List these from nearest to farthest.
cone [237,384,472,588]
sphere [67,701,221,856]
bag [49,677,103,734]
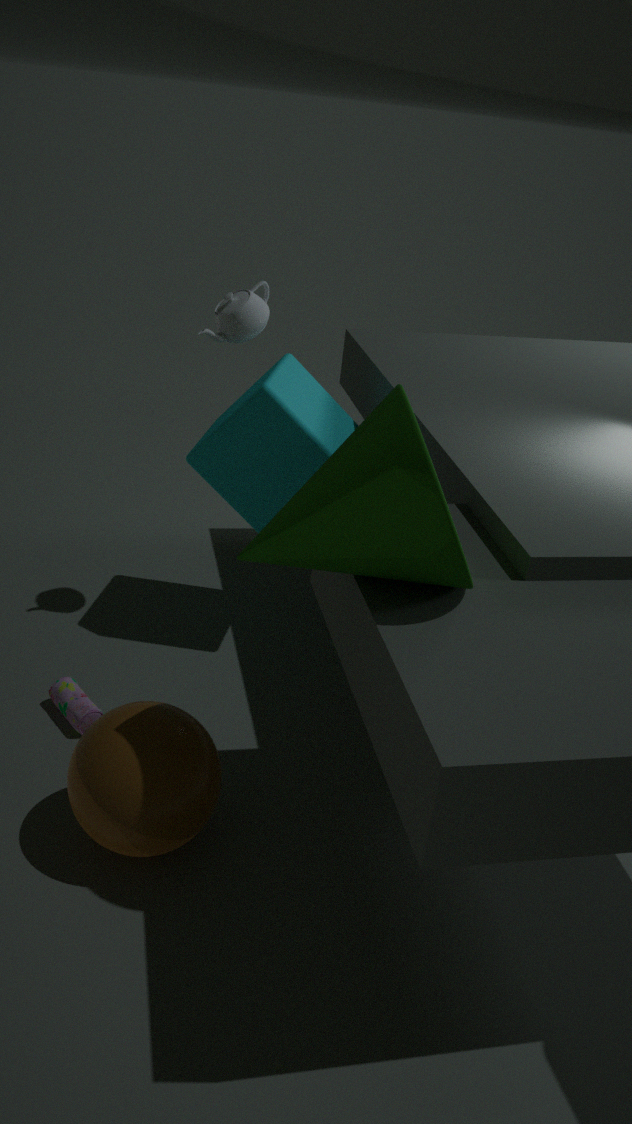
cone [237,384,472,588]
sphere [67,701,221,856]
bag [49,677,103,734]
